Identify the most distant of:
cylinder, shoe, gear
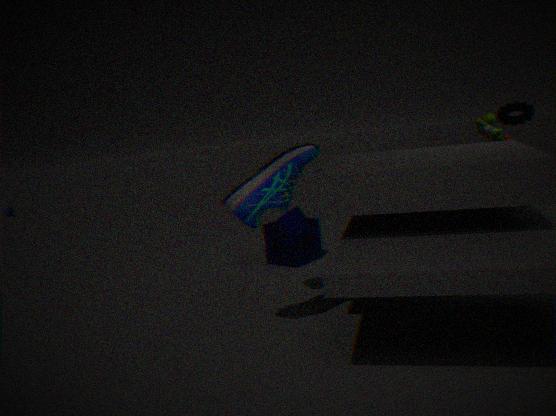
gear
